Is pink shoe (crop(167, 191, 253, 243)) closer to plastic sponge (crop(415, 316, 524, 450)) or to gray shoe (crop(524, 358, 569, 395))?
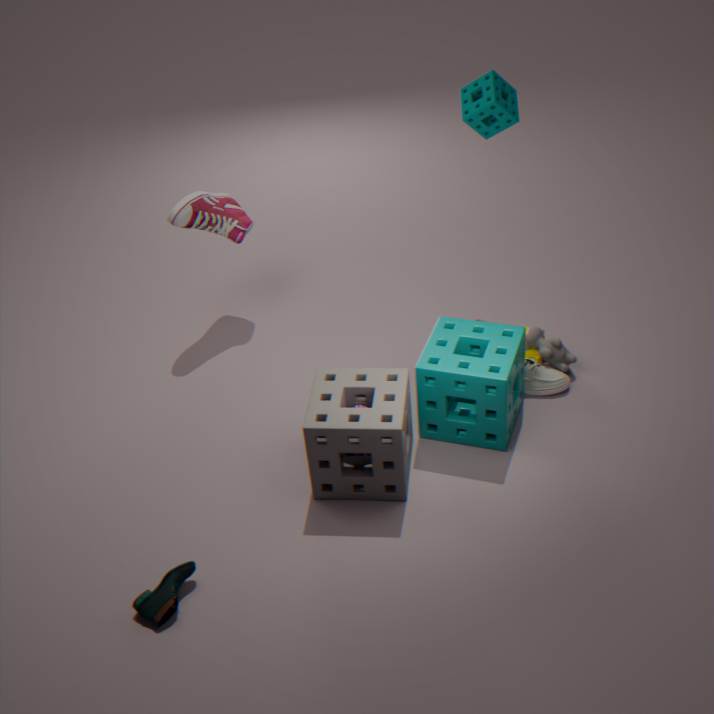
plastic sponge (crop(415, 316, 524, 450))
